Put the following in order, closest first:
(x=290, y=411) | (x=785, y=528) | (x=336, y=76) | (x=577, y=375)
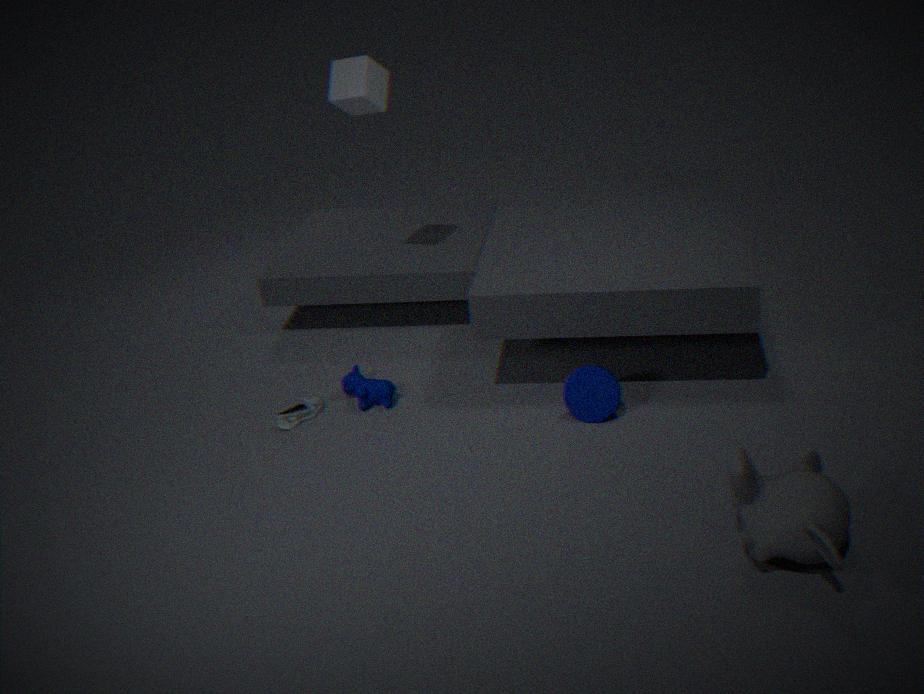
(x=785, y=528)
(x=577, y=375)
(x=290, y=411)
(x=336, y=76)
